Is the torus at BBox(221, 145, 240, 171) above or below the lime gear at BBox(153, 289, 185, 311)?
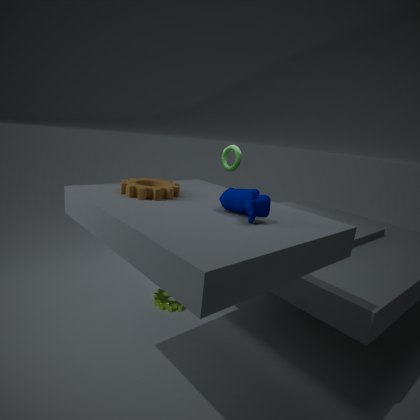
above
